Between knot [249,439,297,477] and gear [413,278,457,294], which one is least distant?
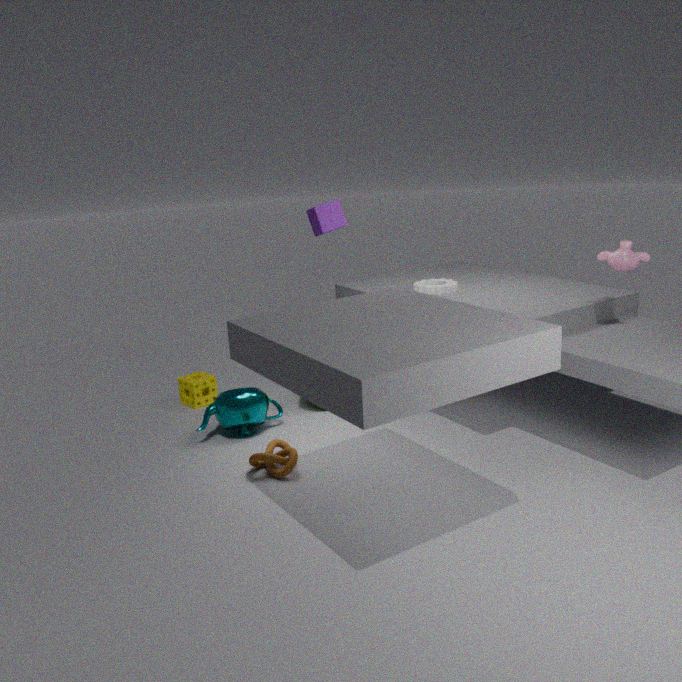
knot [249,439,297,477]
